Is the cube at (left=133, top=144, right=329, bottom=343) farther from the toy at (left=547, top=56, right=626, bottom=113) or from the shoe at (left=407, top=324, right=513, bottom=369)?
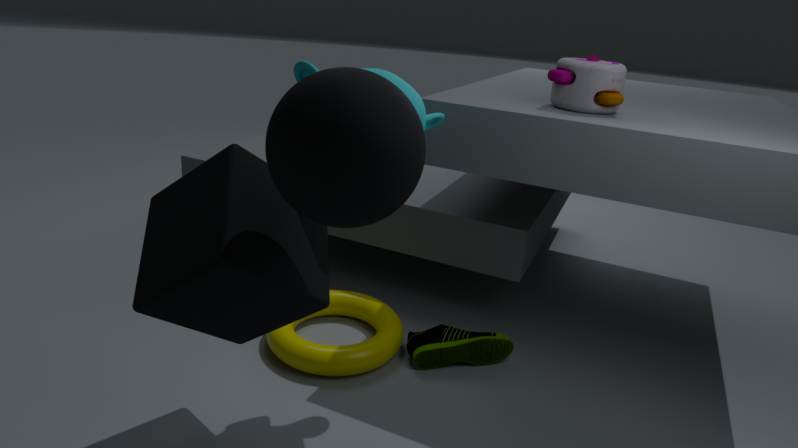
the toy at (left=547, top=56, right=626, bottom=113)
